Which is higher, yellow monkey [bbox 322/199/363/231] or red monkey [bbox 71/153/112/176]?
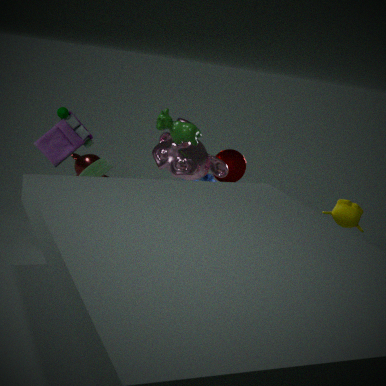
yellow monkey [bbox 322/199/363/231]
